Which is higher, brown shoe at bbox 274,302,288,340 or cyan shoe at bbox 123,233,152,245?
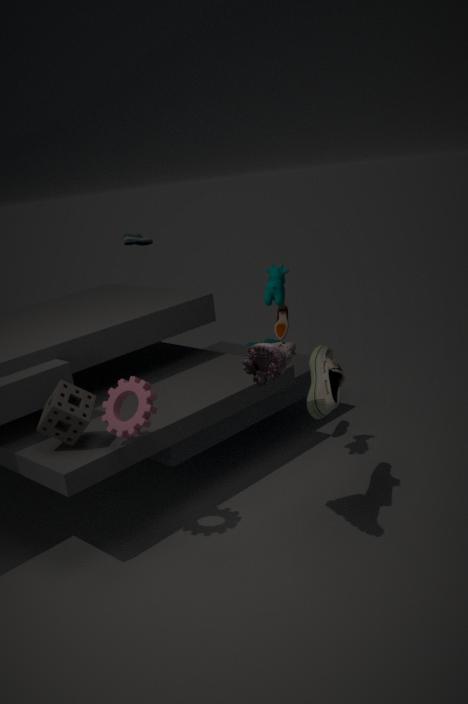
cyan shoe at bbox 123,233,152,245
